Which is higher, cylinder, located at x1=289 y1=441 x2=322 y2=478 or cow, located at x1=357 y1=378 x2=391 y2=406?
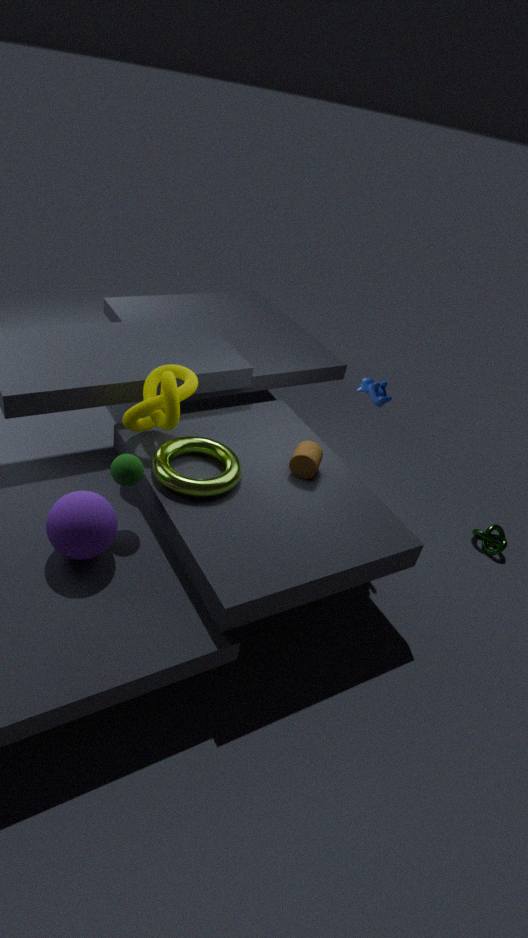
cow, located at x1=357 y1=378 x2=391 y2=406
